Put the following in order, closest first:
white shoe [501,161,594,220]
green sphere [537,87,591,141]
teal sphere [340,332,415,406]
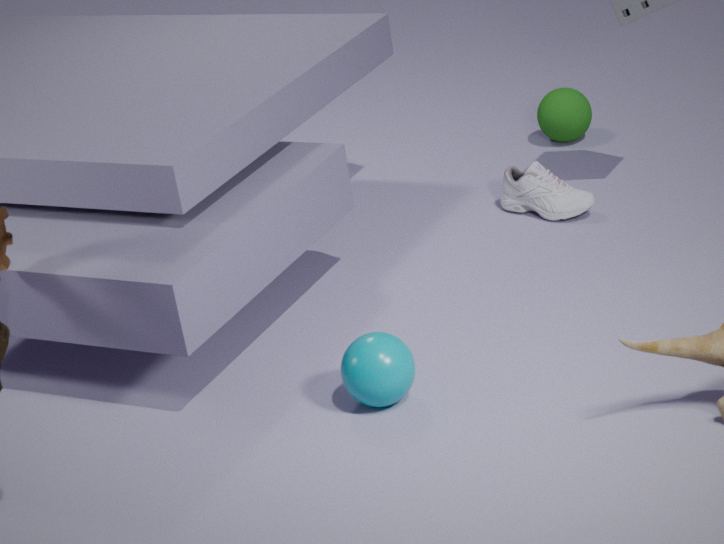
teal sphere [340,332,415,406], white shoe [501,161,594,220], green sphere [537,87,591,141]
